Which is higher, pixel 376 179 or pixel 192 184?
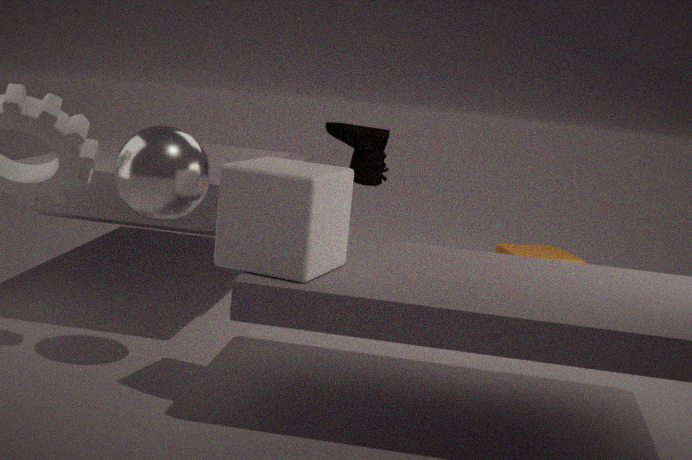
pixel 376 179
